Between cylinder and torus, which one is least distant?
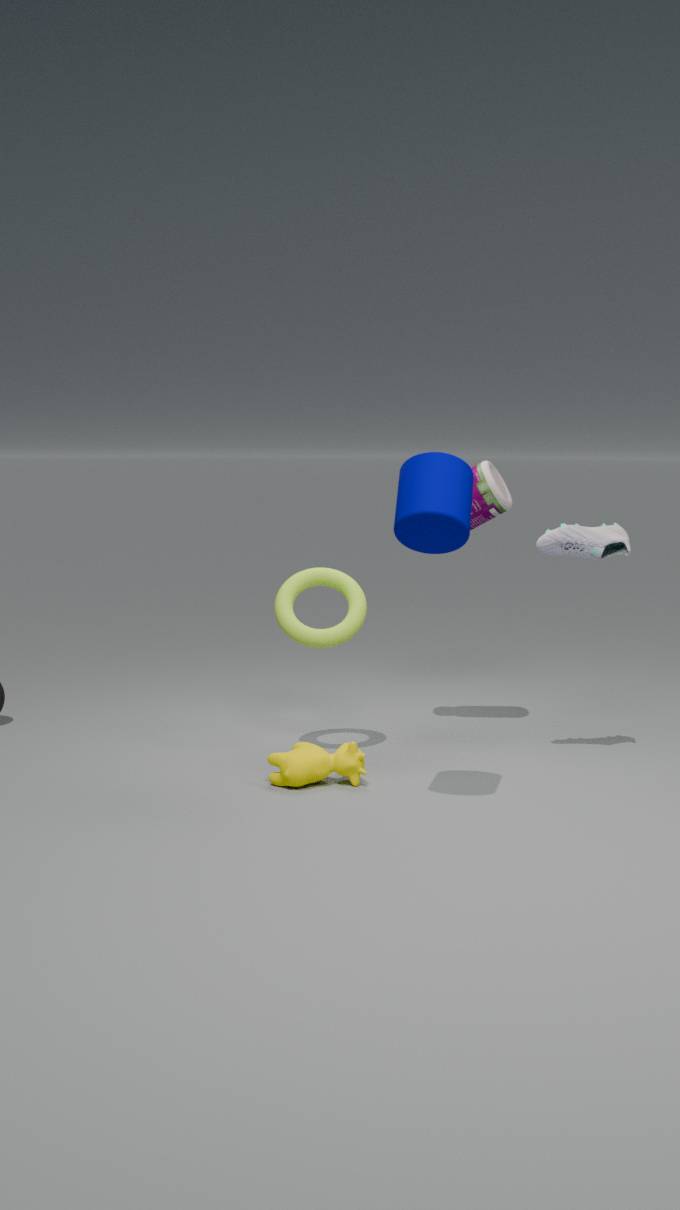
cylinder
